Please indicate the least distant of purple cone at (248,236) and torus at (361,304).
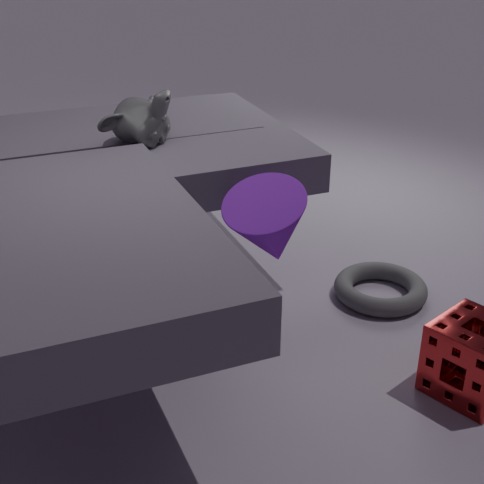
purple cone at (248,236)
